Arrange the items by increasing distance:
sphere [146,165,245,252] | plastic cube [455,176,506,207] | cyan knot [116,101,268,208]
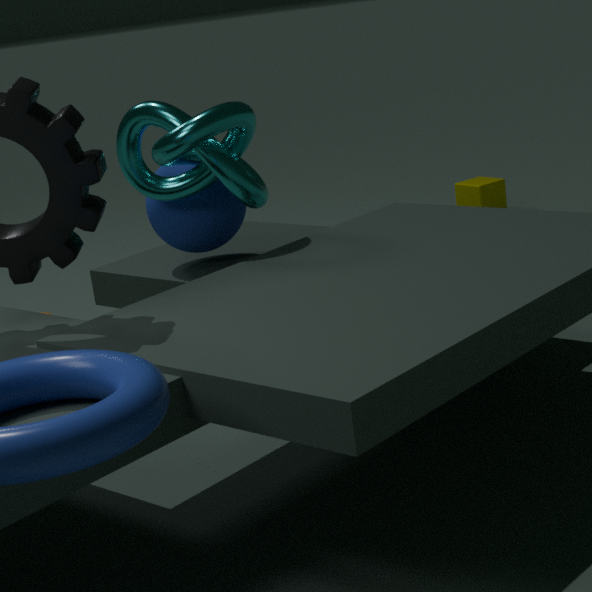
1. cyan knot [116,101,268,208]
2. sphere [146,165,245,252]
3. plastic cube [455,176,506,207]
